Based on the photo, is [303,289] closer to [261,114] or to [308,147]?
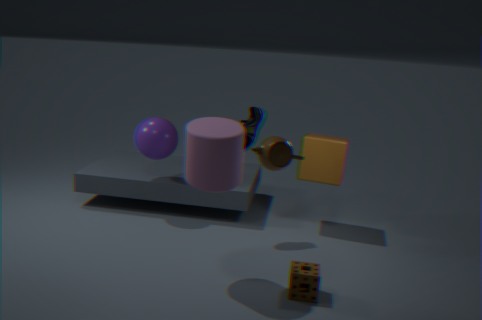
[261,114]
